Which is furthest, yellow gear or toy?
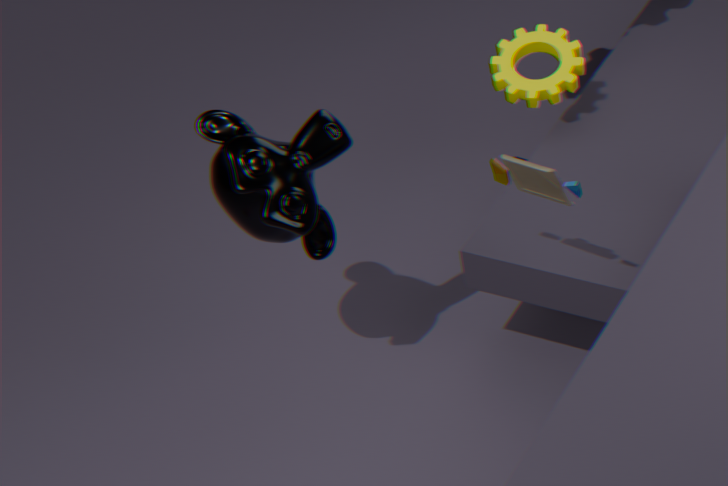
yellow gear
